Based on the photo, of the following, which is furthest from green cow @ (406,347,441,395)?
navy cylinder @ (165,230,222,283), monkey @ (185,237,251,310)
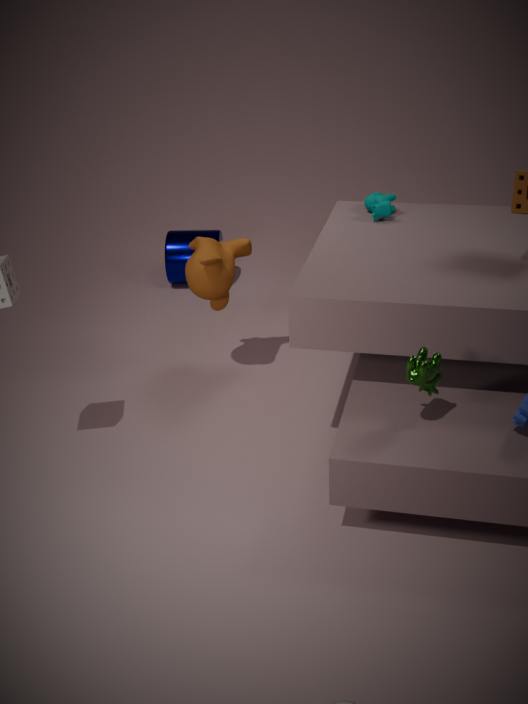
navy cylinder @ (165,230,222,283)
